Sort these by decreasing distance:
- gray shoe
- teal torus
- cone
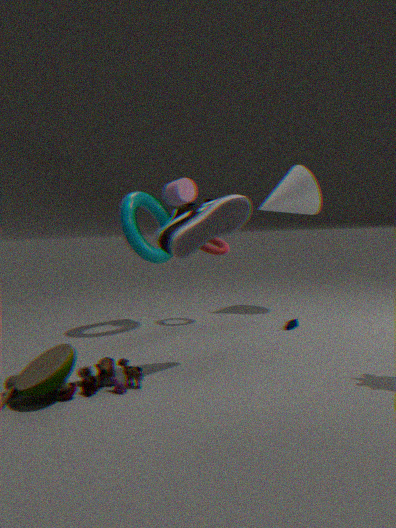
cone
teal torus
gray shoe
